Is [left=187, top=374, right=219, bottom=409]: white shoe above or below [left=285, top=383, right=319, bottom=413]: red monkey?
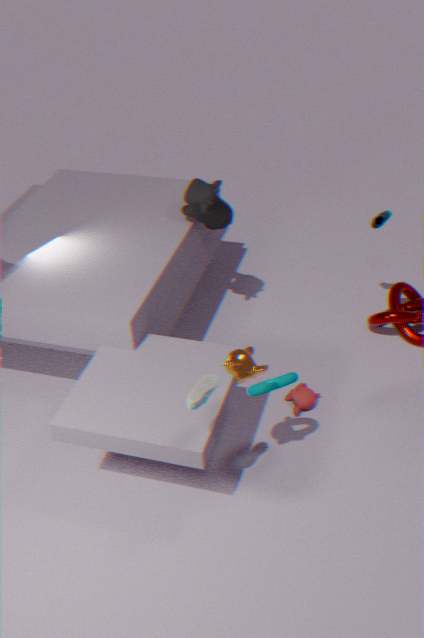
above
